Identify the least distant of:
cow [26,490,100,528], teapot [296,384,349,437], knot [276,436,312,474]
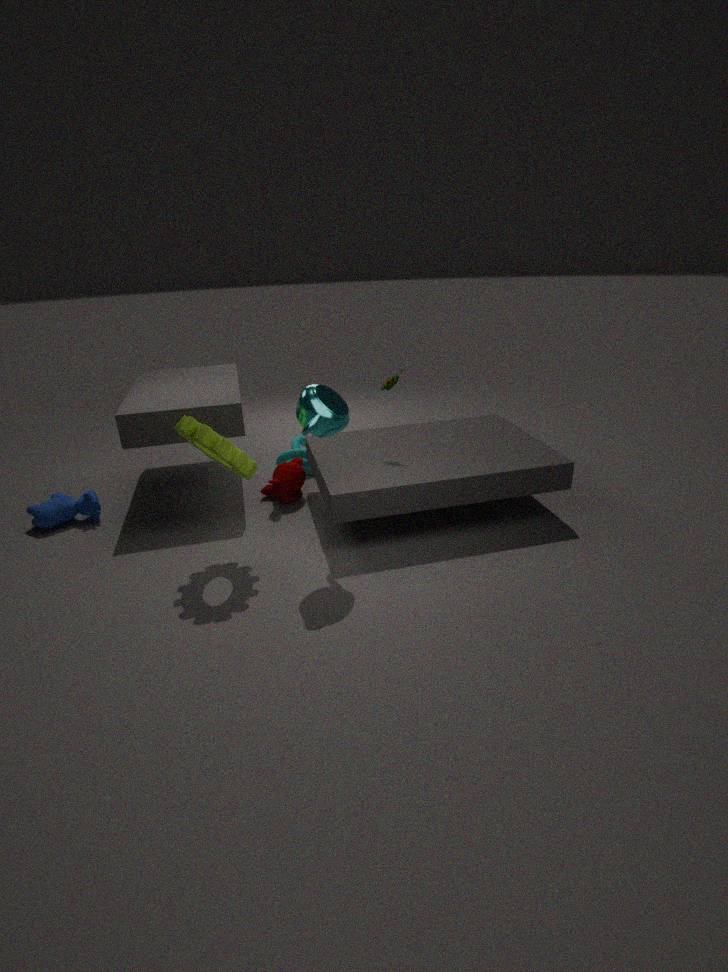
teapot [296,384,349,437]
